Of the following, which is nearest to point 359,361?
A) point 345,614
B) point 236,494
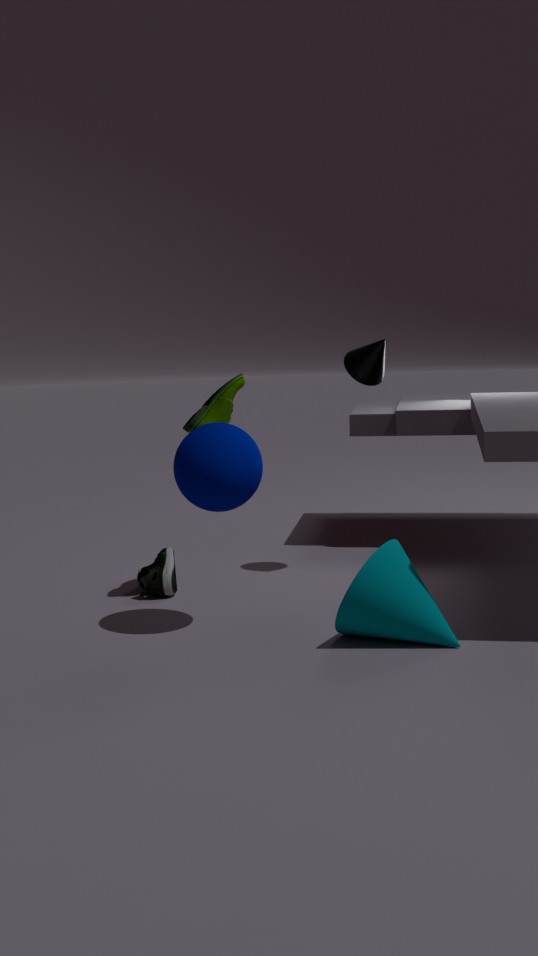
point 236,494
